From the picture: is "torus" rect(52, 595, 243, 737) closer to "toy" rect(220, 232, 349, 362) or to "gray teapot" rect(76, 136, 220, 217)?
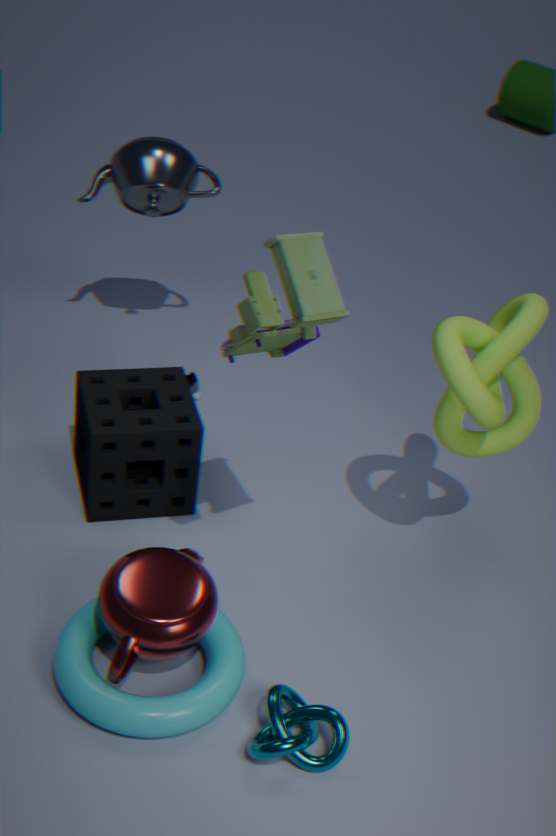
"toy" rect(220, 232, 349, 362)
